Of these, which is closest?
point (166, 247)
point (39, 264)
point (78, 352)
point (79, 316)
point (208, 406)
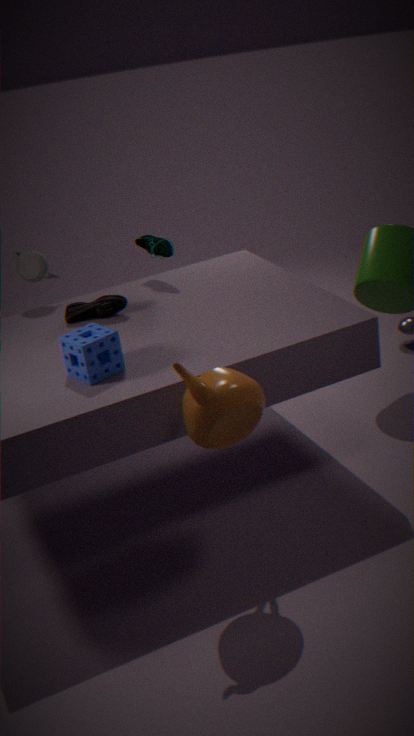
point (208, 406)
